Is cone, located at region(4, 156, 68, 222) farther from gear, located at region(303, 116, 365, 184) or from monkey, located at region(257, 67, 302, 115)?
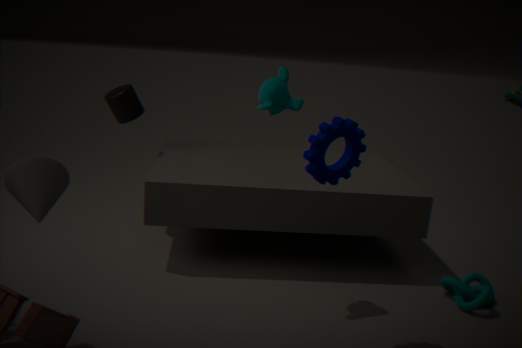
gear, located at region(303, 116, 365, 184)
